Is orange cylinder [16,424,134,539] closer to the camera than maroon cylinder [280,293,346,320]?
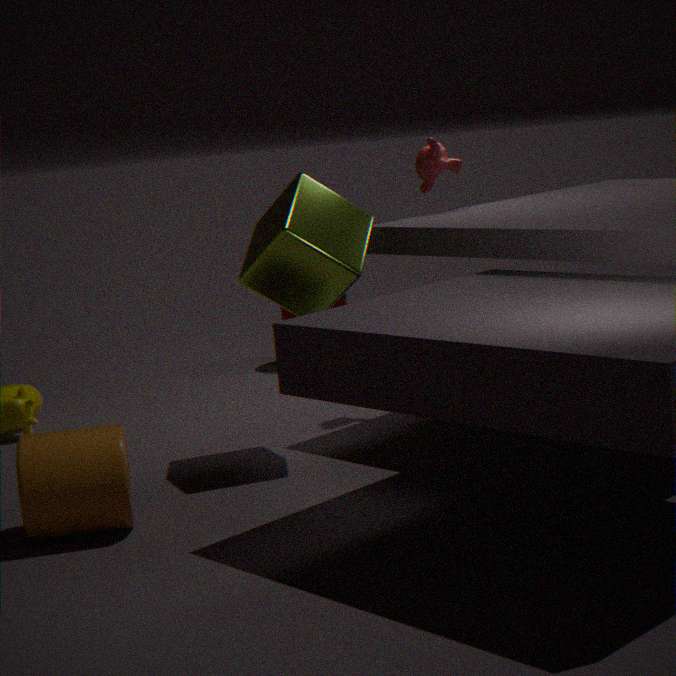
Yes
